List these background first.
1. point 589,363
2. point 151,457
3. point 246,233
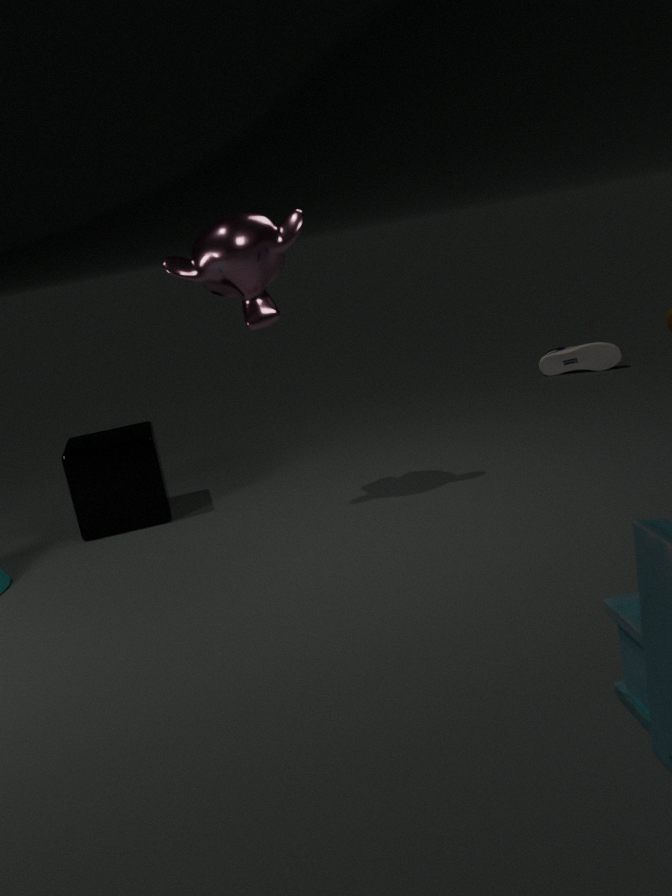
1. point 589,363
2. point 151,457
3. point 246,233
